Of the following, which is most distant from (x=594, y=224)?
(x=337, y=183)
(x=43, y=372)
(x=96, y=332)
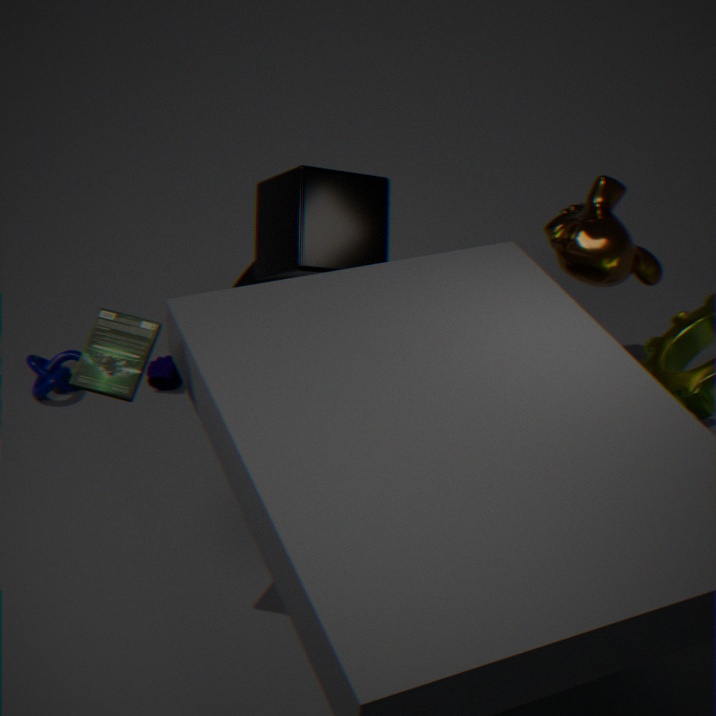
(x=43, y=372)
